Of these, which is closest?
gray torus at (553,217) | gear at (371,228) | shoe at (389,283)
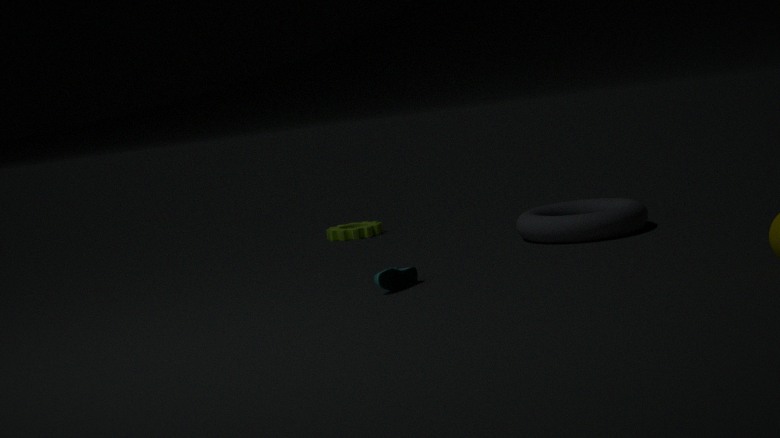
shoe at (389,283)
